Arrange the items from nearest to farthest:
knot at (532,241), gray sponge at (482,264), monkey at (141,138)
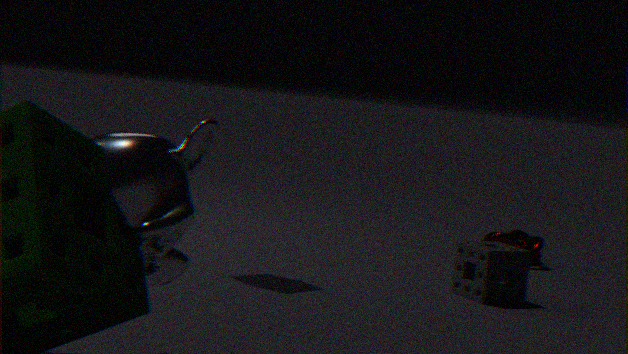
monkey at (141,138), gray sponge at (482,264), knot at (532,241)
